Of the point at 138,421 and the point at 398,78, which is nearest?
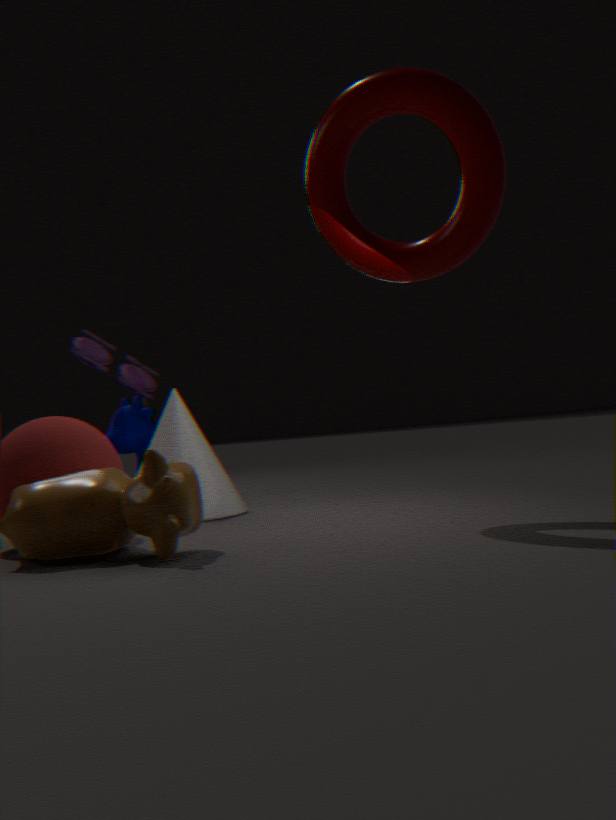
the point at 398,78
